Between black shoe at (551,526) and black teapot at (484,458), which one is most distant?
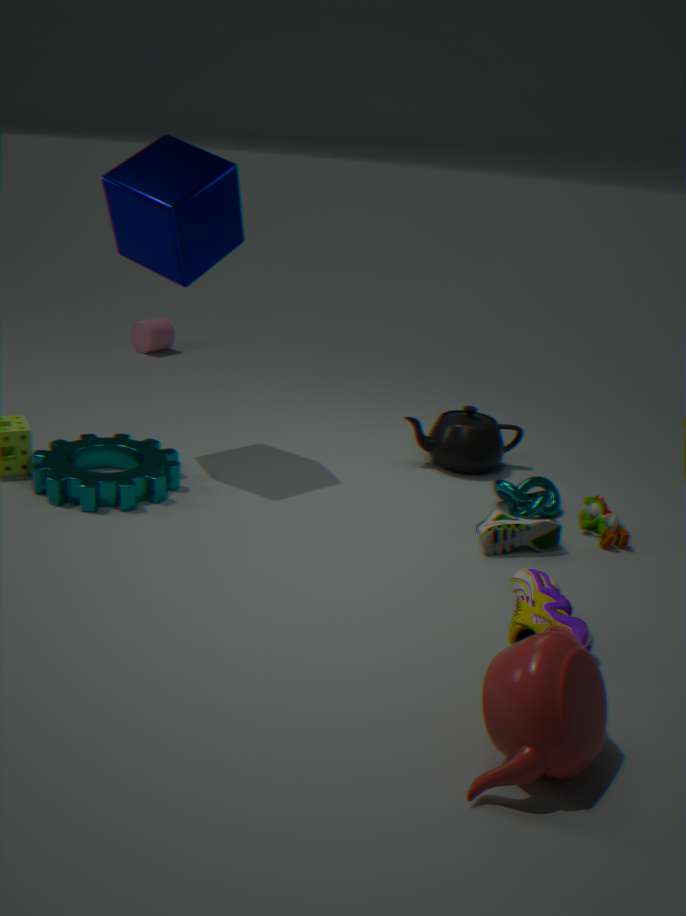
black teapot at (484,458)
